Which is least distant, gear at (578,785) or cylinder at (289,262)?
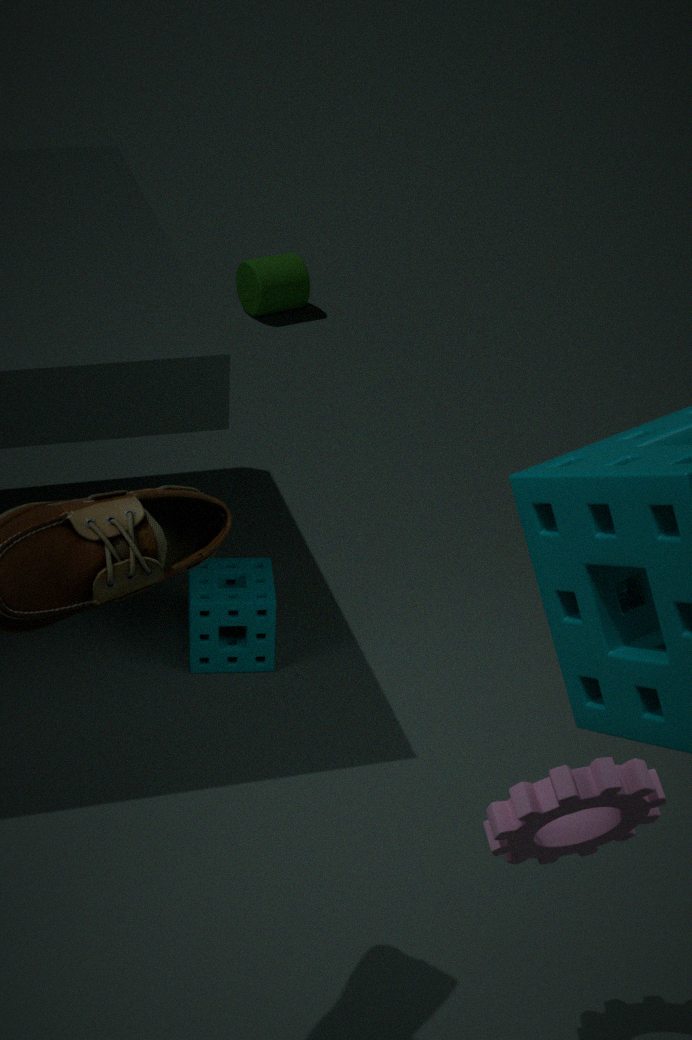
gear at (578,785)
